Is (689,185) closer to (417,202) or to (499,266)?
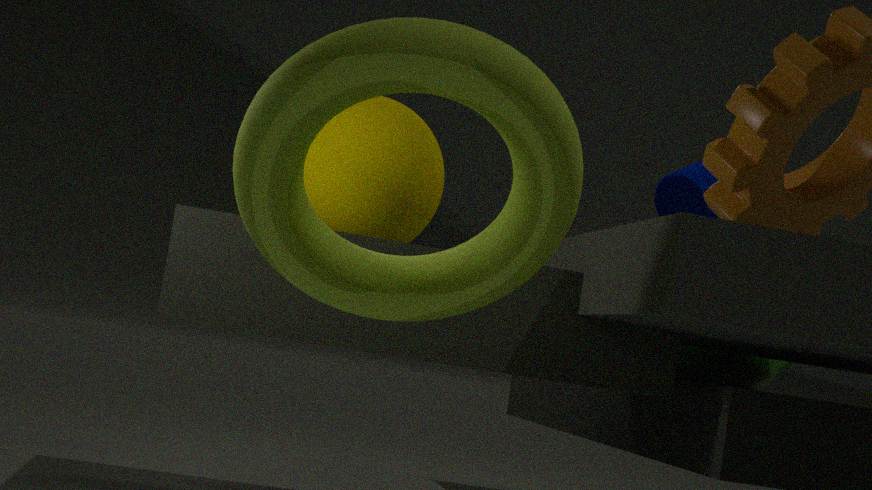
(417,202)
